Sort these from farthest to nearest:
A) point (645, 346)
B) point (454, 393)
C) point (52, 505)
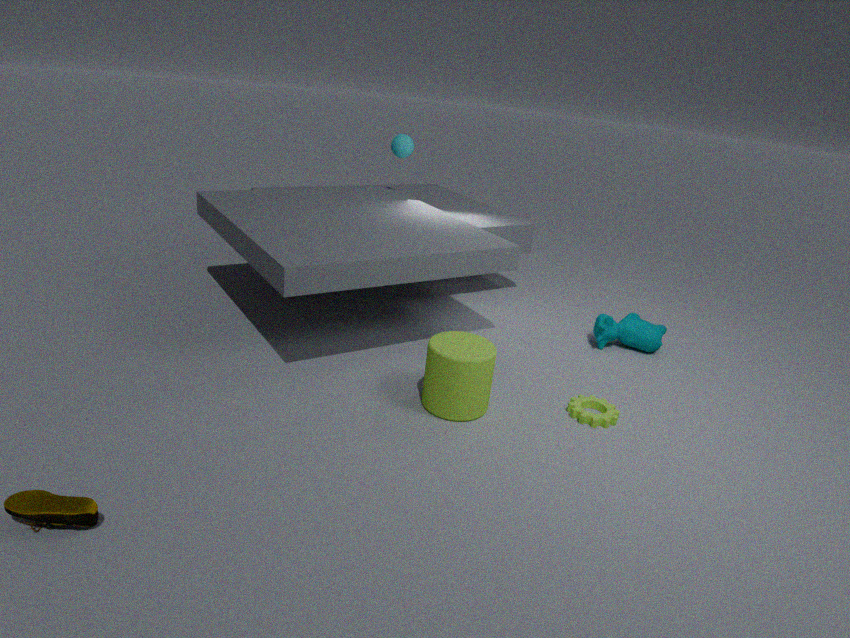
point (645, 346) → point (454, 393) → point (52, 505)
